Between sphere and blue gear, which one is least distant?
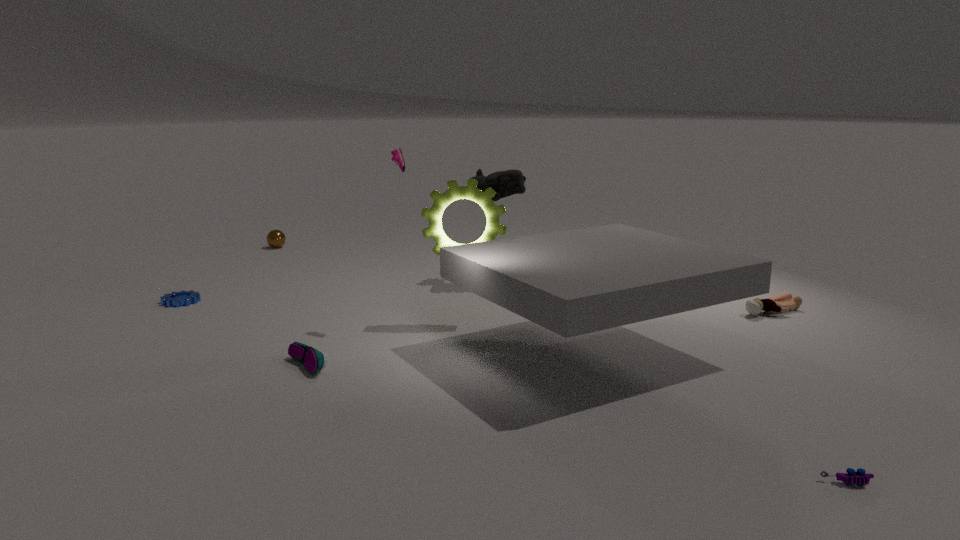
blue gear
